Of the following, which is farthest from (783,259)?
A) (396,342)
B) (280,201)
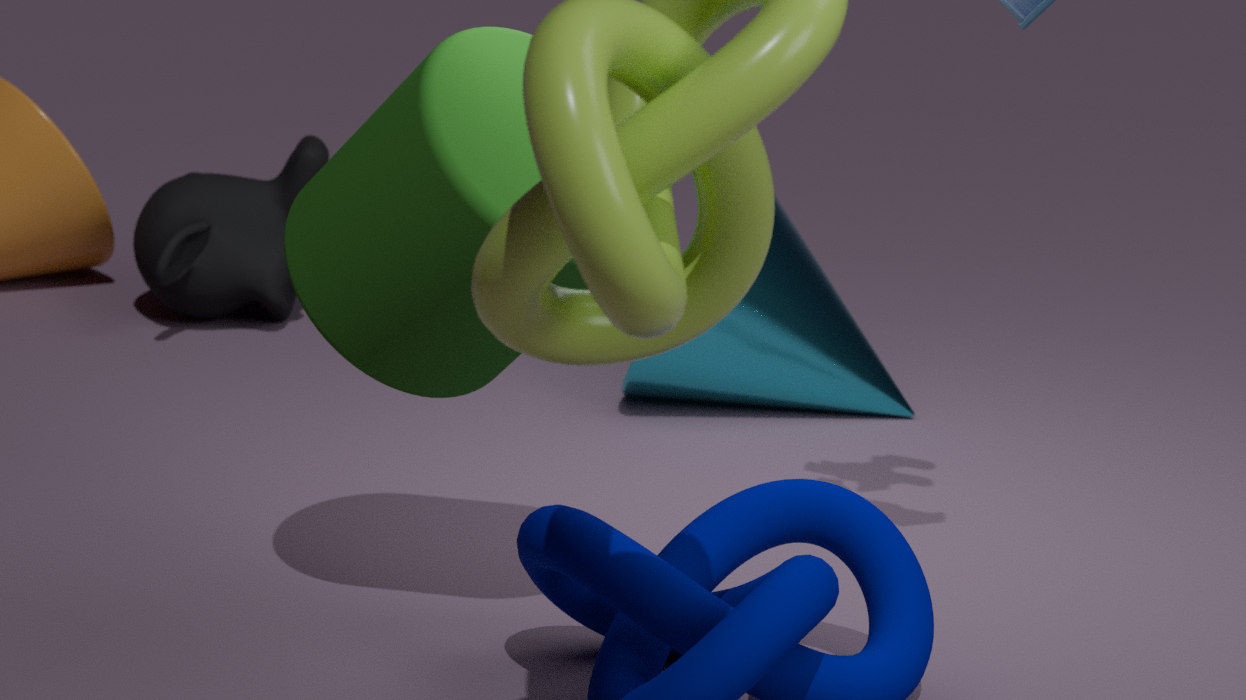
(396,342)
